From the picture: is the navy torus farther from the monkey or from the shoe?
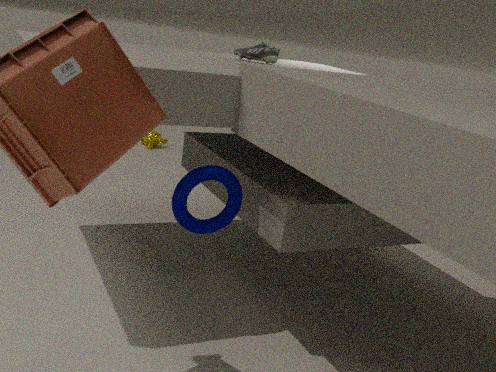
the monkey
